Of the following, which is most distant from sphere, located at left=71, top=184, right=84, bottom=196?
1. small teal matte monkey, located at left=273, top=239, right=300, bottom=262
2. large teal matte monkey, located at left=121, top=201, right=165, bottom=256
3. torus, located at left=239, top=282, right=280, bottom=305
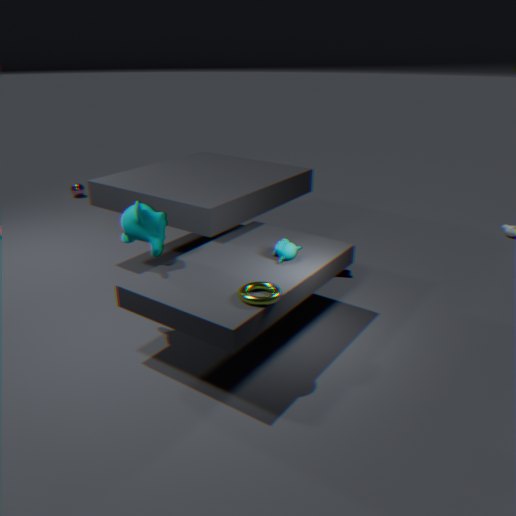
torus, located at left=239, top=282, right=280, bottom=305
